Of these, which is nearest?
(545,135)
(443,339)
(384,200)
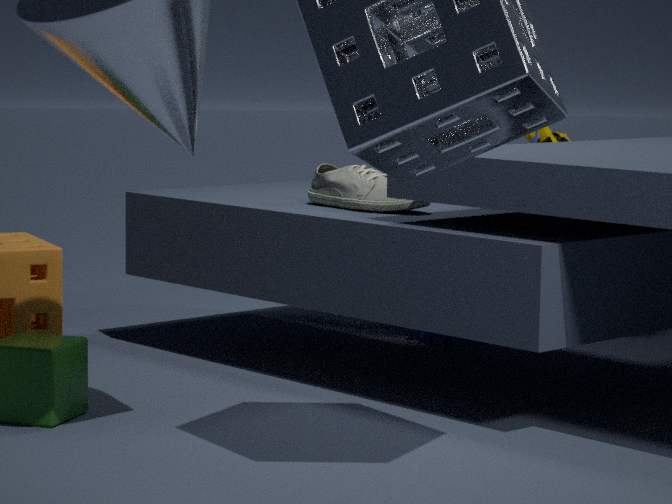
(384,200)
